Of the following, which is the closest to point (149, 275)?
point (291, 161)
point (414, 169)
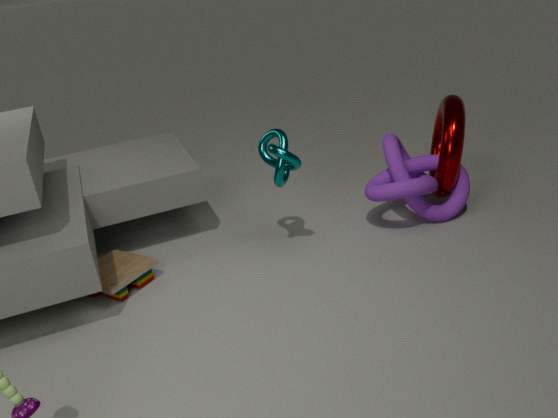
point (291, 161)
